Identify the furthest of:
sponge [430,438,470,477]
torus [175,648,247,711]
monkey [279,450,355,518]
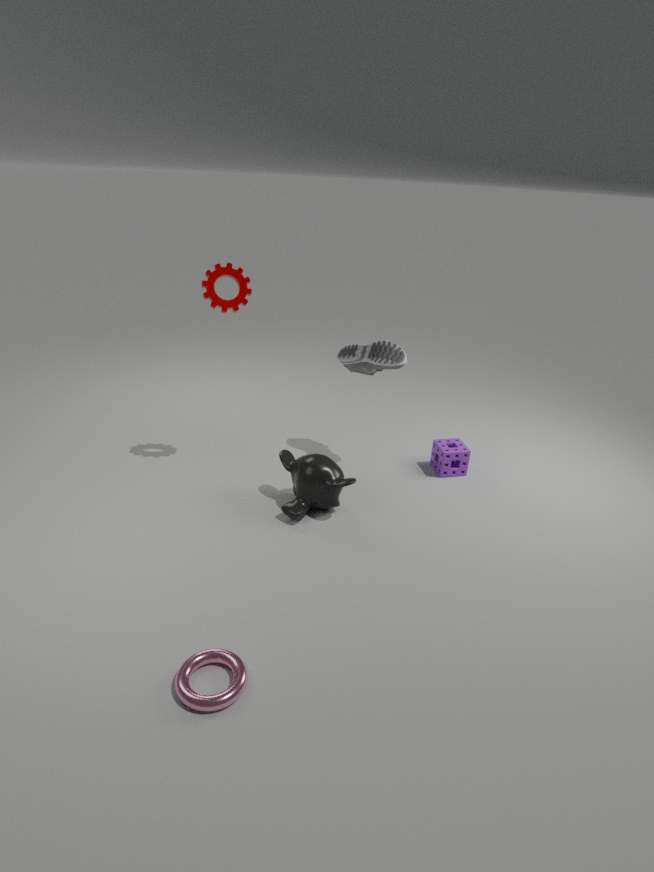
sponge [430,438,470,477]
